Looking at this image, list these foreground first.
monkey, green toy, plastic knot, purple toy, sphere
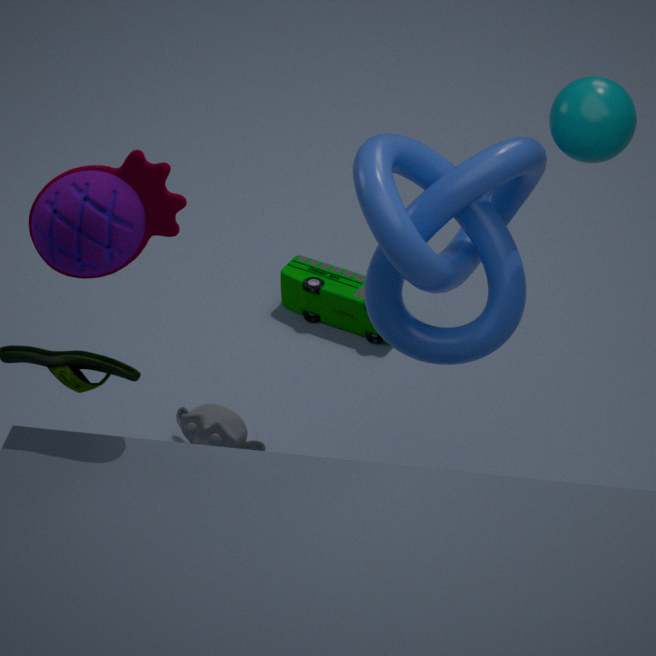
sphere → plastic knot → purple toy → monkey → green toy
